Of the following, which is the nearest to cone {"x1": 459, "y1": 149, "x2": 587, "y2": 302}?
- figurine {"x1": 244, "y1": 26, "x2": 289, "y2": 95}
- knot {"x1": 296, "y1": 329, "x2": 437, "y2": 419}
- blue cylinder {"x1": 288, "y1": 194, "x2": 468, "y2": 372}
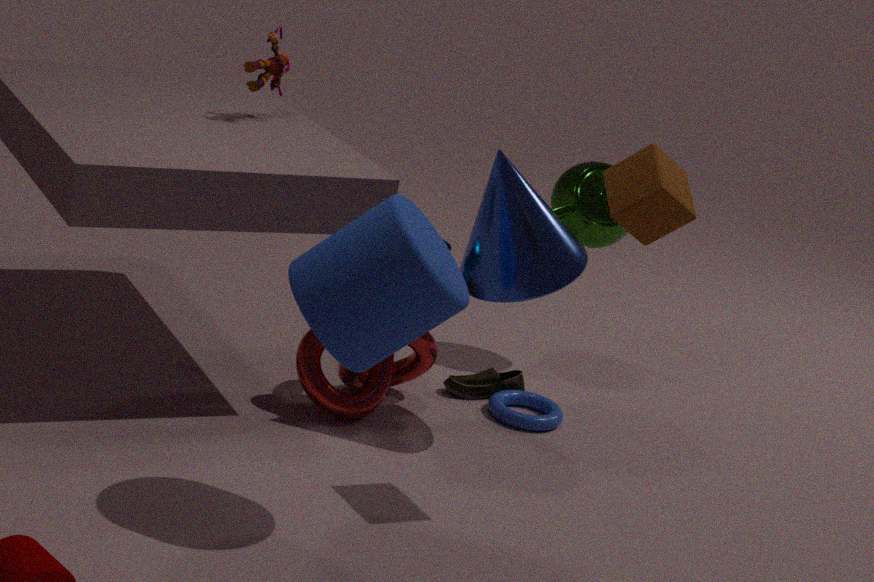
knot {"x1": 296, "y1": 329, "x2": 437, "y2": 419}
